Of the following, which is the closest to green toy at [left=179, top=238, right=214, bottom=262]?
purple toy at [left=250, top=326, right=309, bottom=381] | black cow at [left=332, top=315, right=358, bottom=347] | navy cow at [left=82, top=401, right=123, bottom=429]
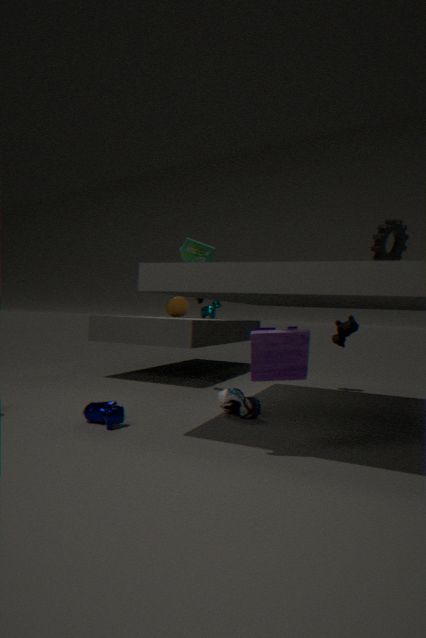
black cow at [left=332, top=315, right=358, bottom=347]
